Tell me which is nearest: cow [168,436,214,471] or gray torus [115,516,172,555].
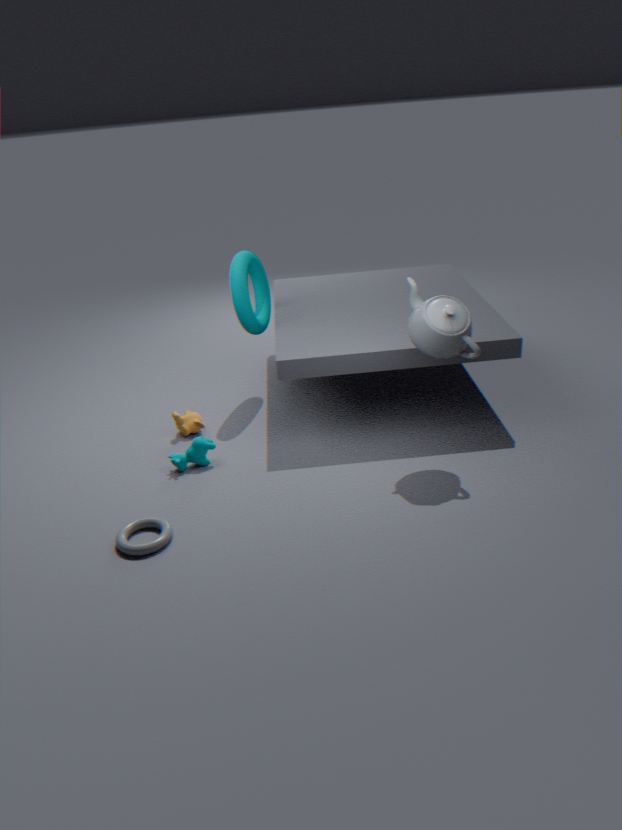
gray torus [115,516,172,555]
